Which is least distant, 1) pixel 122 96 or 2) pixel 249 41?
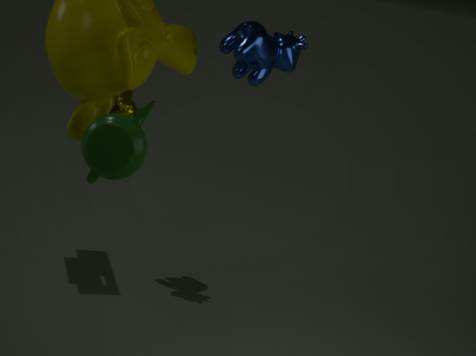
2. pixel 249 41
